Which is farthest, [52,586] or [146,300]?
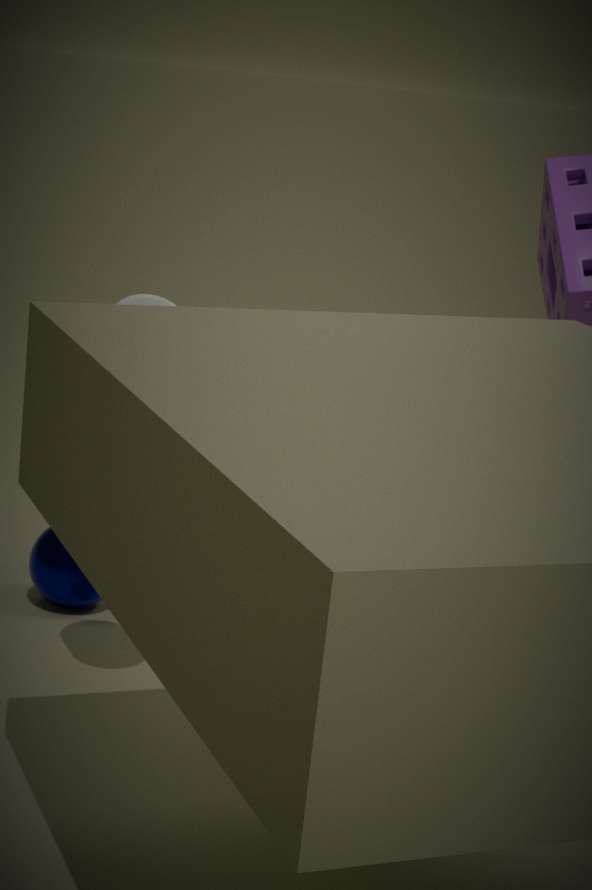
[52,586]
